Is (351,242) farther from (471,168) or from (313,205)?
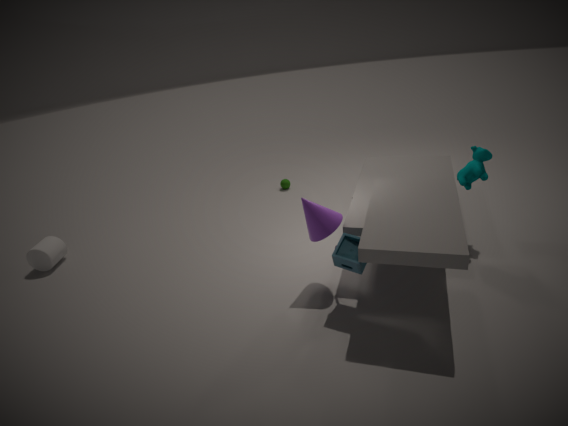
(471,168)
